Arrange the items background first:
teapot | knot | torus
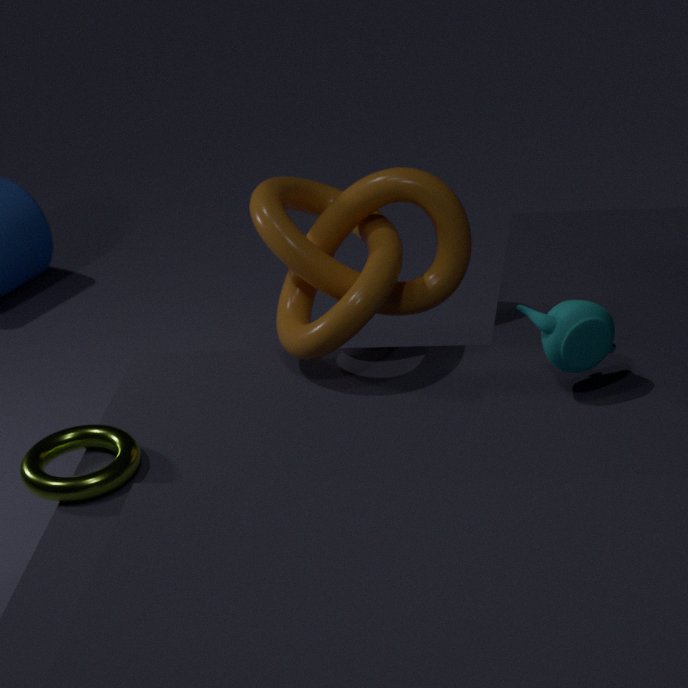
knot
teapot
torus
